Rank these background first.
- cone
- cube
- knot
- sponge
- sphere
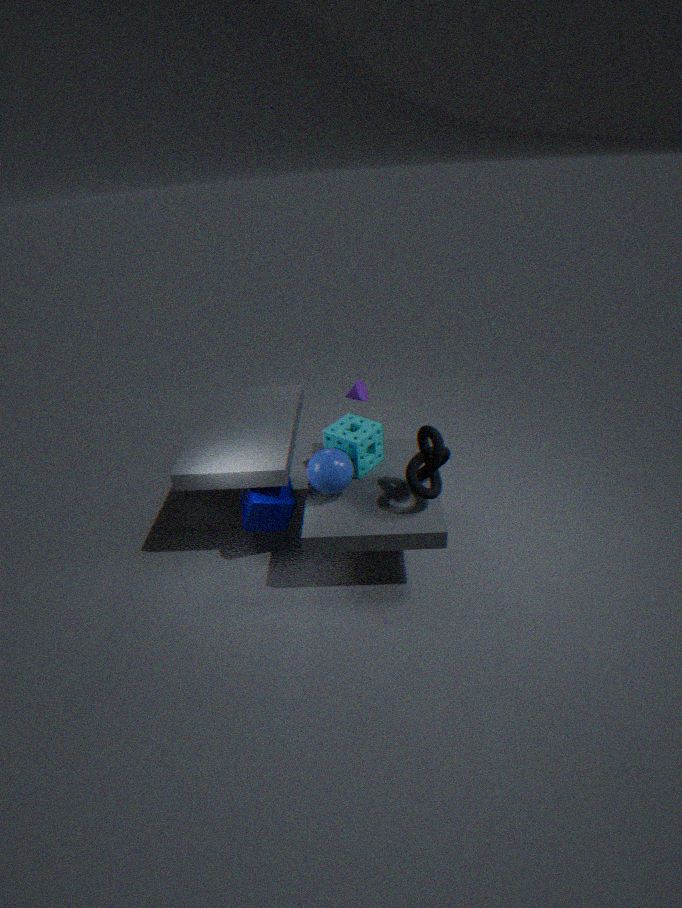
cone < sponge < cube < sphere < knot
